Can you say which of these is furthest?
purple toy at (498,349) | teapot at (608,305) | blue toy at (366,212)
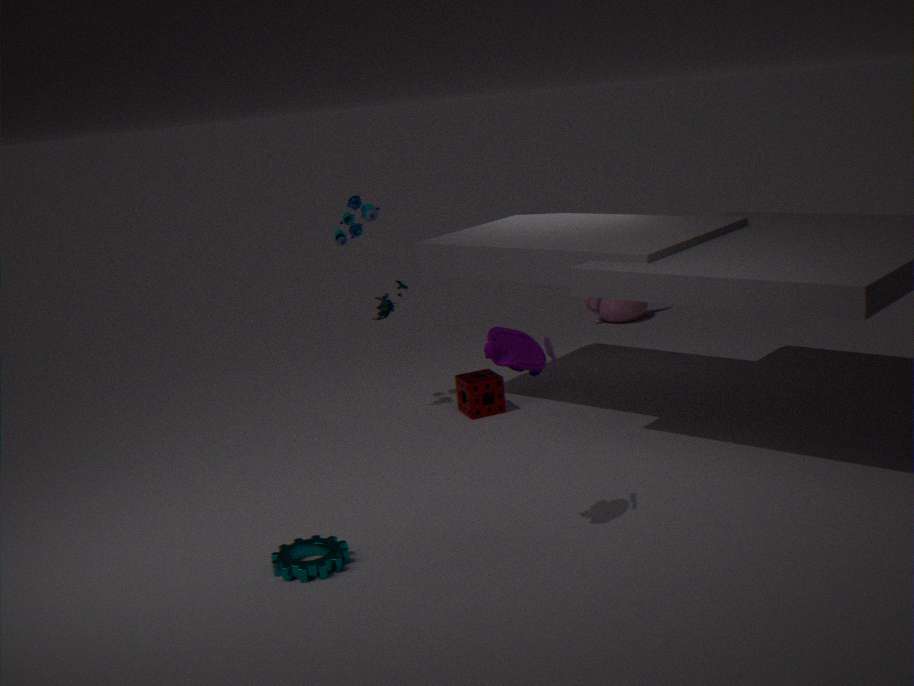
teapot at (608,305)
